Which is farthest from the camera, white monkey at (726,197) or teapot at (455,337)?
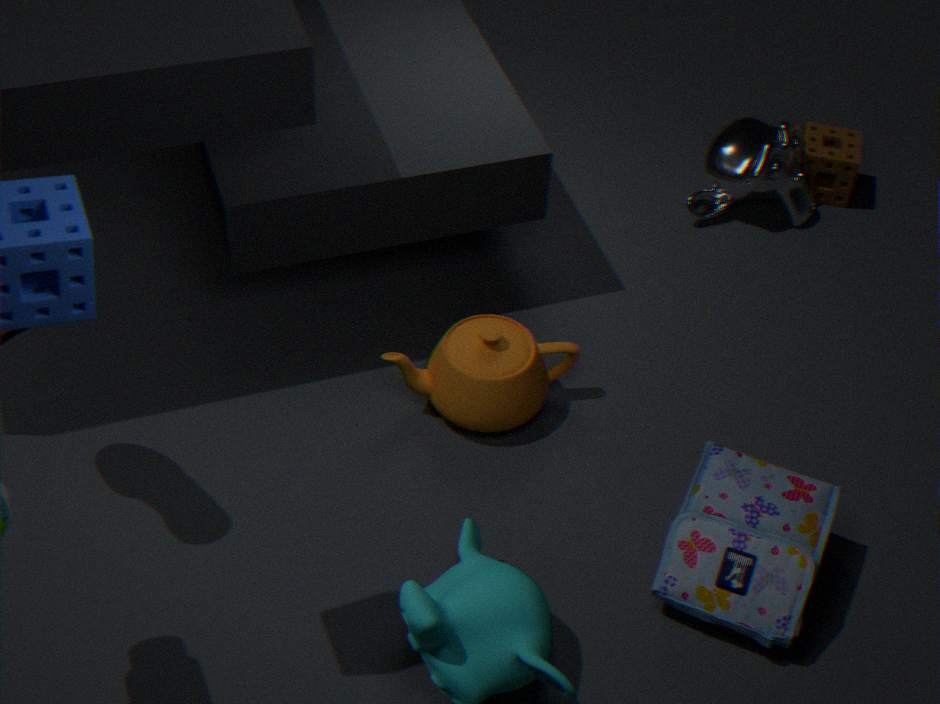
white monkey at (726,197)
